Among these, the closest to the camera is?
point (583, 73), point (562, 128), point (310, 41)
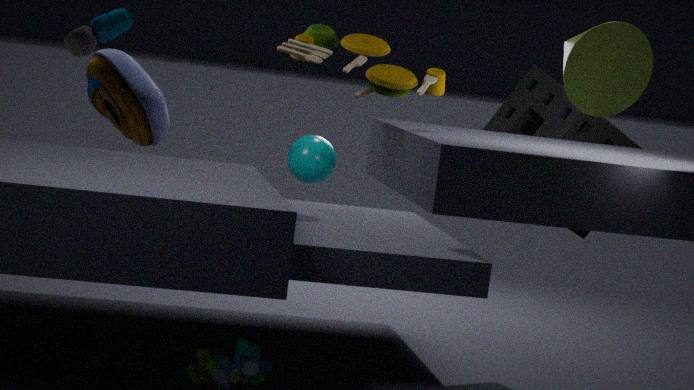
point (583, 73)
